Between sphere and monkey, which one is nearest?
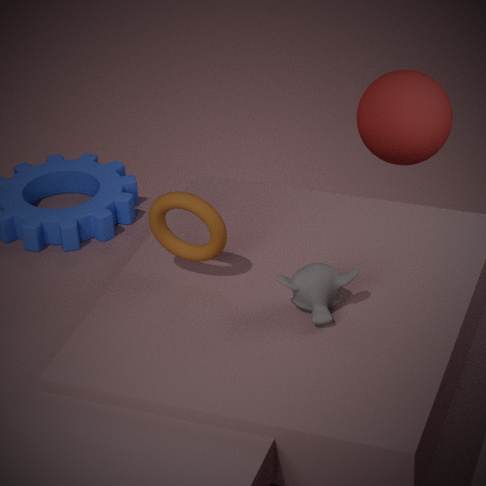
monkey
